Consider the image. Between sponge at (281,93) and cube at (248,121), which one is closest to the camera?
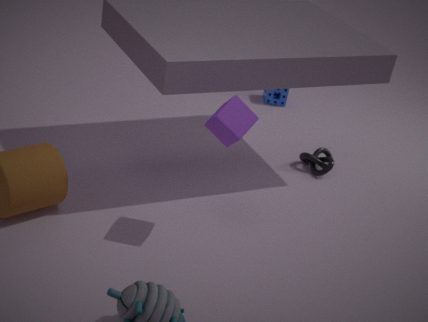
cube at (248,121)
